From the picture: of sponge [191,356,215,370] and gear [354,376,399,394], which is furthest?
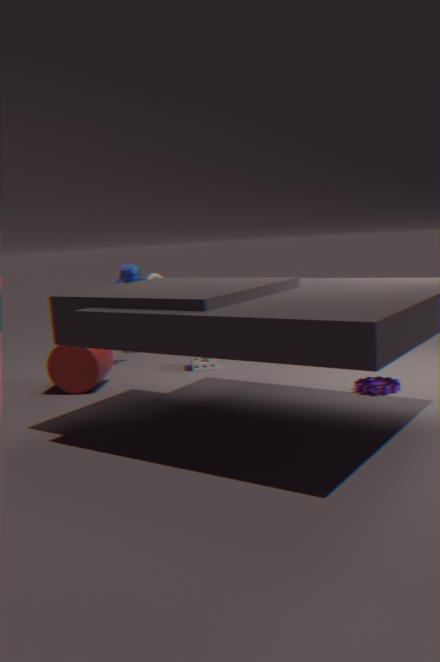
sponge [191,356,215,370]
